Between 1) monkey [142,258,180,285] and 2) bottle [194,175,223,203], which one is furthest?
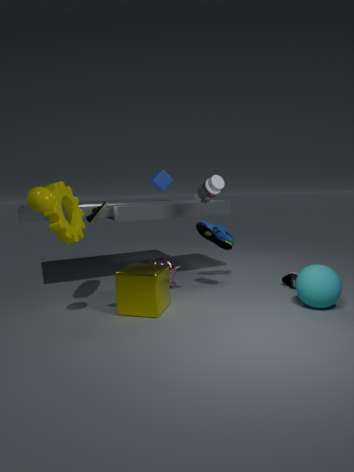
1. monkey [142,258,180,285]
